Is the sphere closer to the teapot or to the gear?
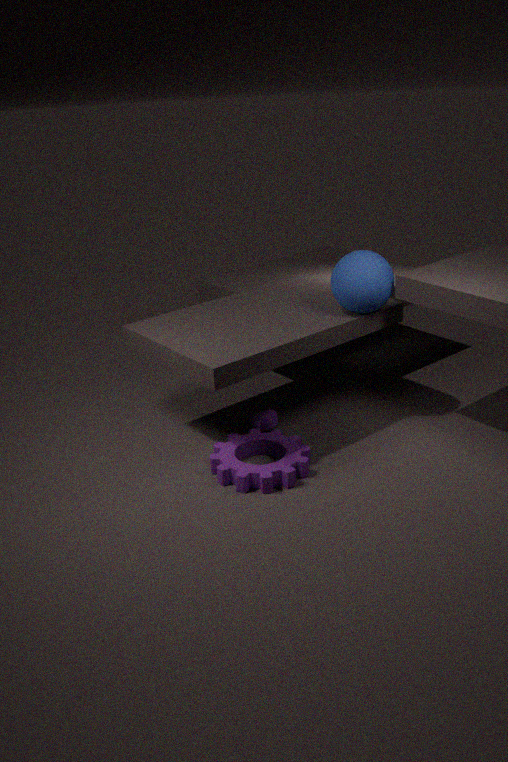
the teapot
